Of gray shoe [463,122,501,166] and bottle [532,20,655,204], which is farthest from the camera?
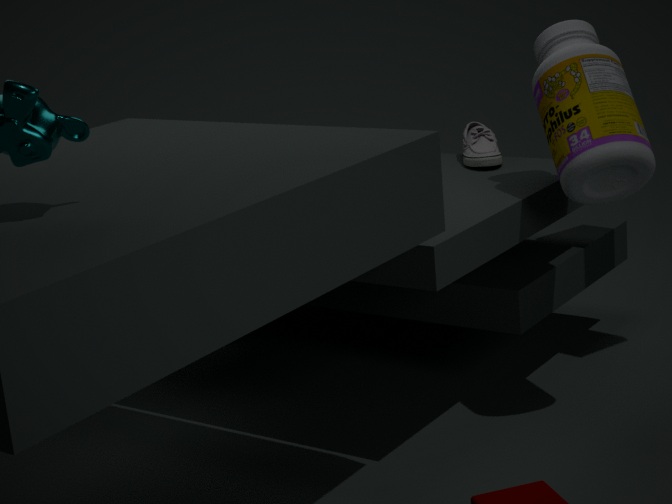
gray shoe [463,122,501,166]
